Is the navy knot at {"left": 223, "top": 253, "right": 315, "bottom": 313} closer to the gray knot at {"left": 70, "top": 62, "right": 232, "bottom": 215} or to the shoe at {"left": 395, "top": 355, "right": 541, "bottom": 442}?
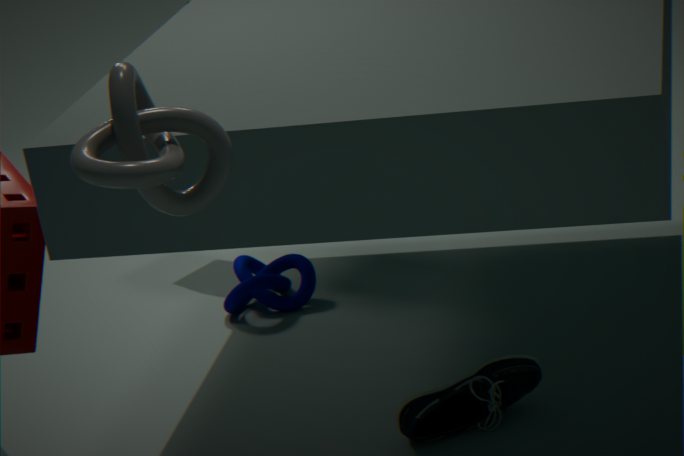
the shoe at {"left": 395, "top": 355, "right": 541, "bottom": 442}
